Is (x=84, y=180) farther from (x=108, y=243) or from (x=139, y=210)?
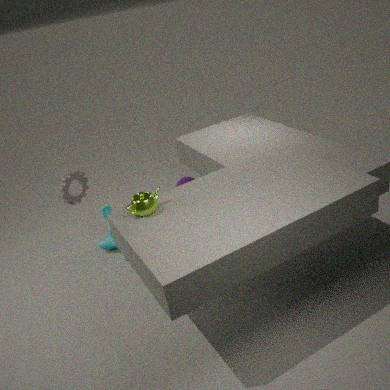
(x=139, y=210)
